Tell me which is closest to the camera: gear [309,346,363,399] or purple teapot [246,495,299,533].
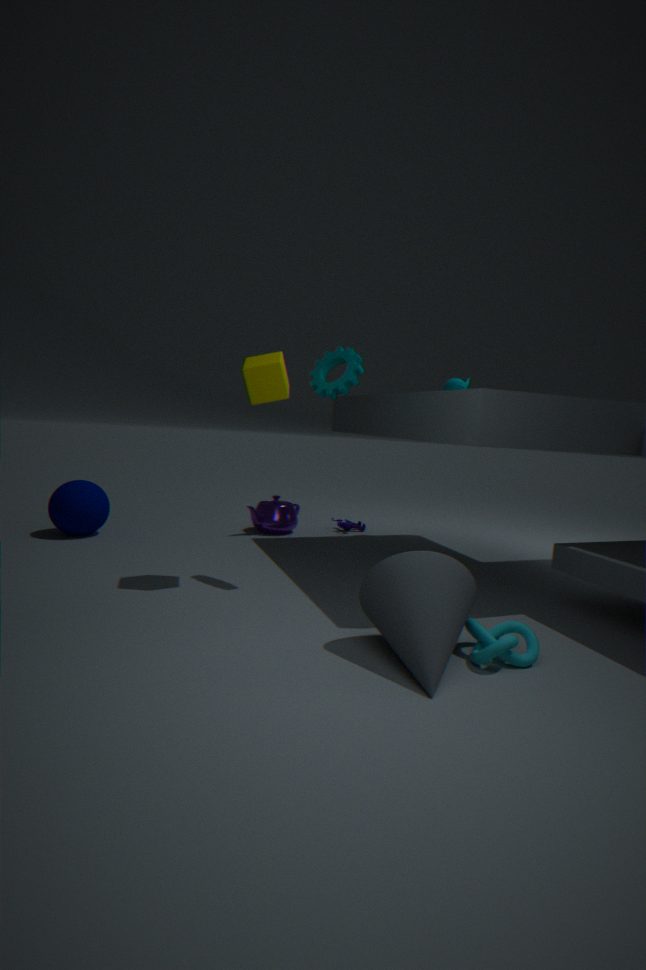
gear [309,346,363,399]
